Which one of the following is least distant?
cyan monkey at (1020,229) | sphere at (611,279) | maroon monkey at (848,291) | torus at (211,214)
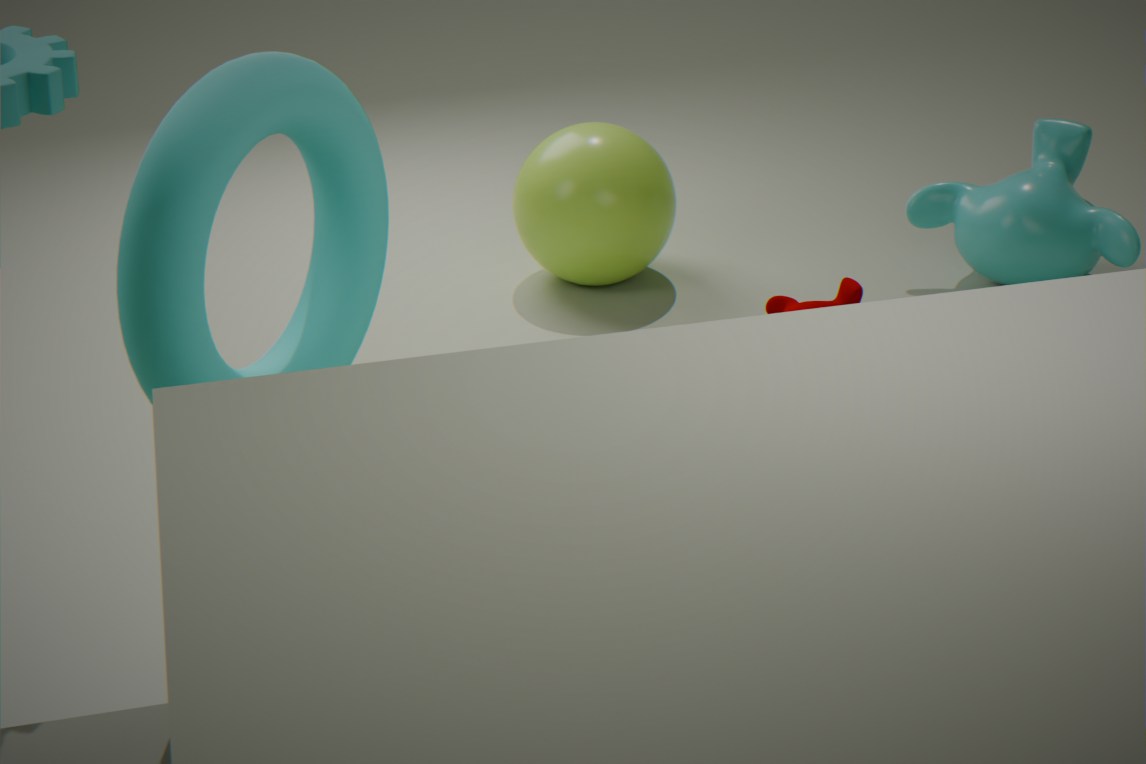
torus at (211,214)
